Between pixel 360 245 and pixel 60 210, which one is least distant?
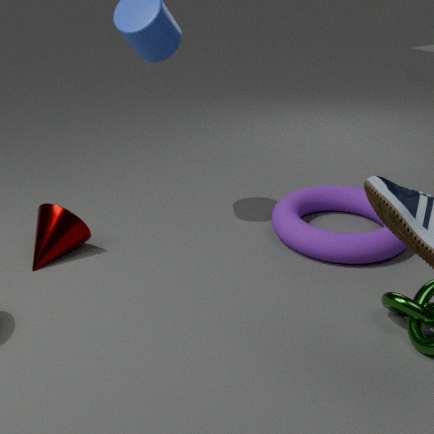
pixel 360 245
